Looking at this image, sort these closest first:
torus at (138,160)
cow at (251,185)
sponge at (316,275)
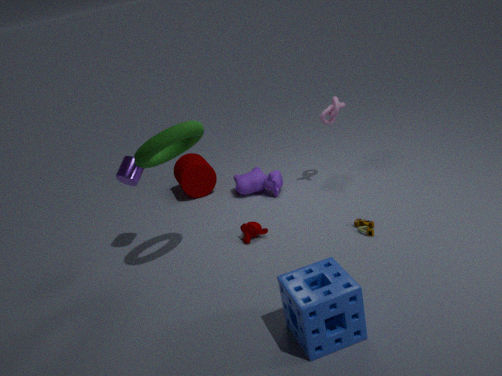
sponge at (316,275), torus at (138,160), cow at (251,185)
